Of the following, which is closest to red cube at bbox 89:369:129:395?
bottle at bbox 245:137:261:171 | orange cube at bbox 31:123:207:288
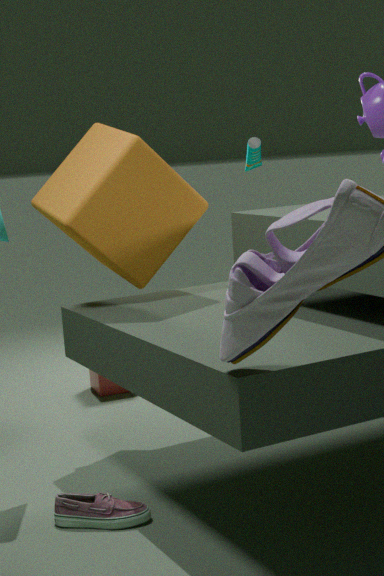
orange cube at bbox 31:123:207:288
